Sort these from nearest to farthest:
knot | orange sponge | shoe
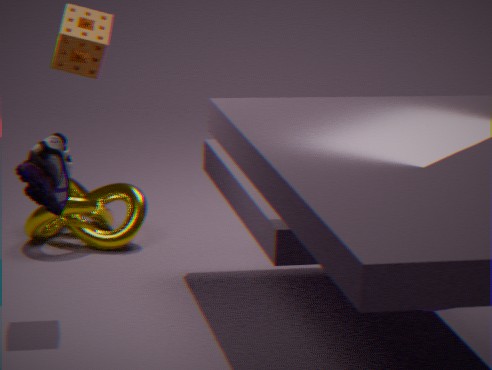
shoe < orange sponge < knot
